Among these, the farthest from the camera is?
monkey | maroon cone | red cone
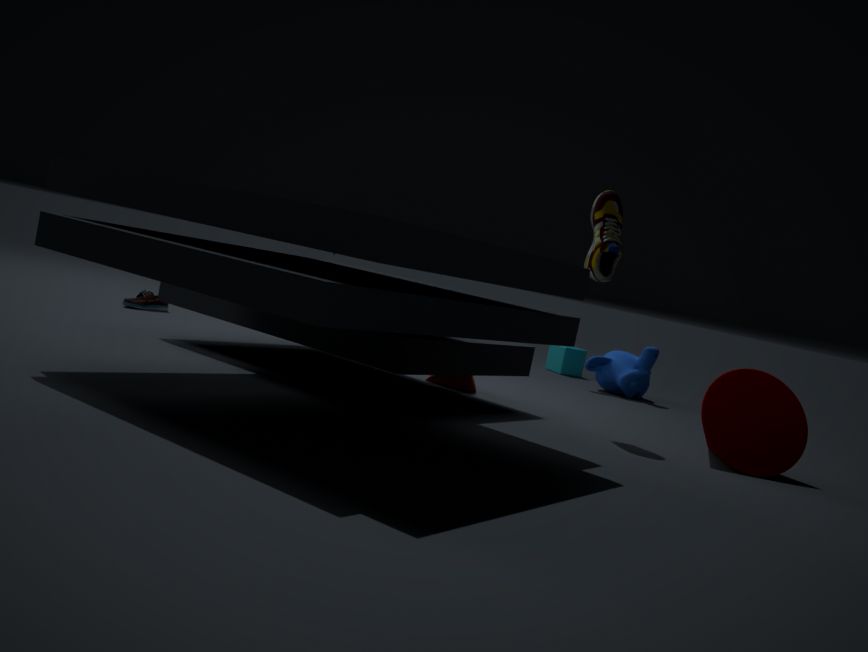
monkey
